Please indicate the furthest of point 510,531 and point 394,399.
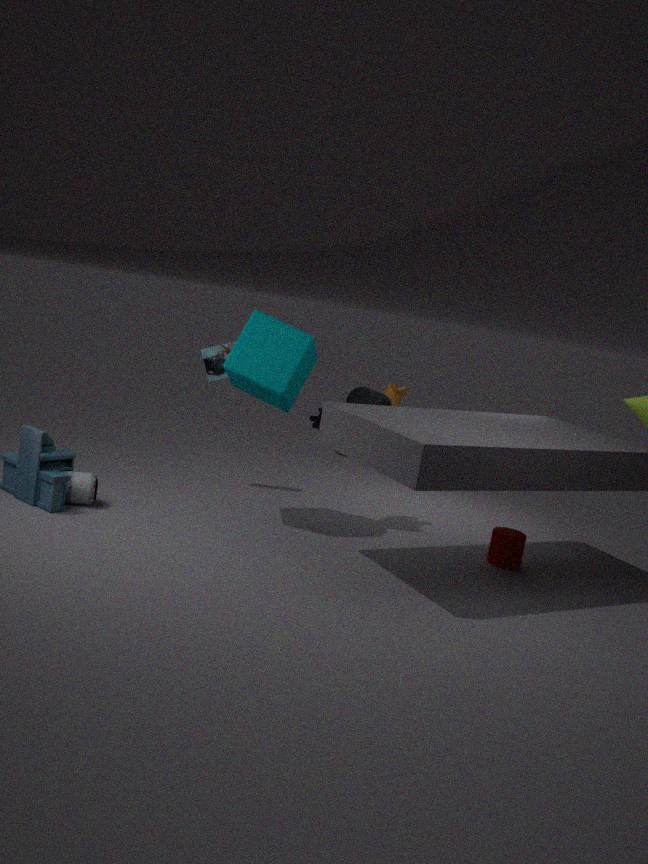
point 394,399
